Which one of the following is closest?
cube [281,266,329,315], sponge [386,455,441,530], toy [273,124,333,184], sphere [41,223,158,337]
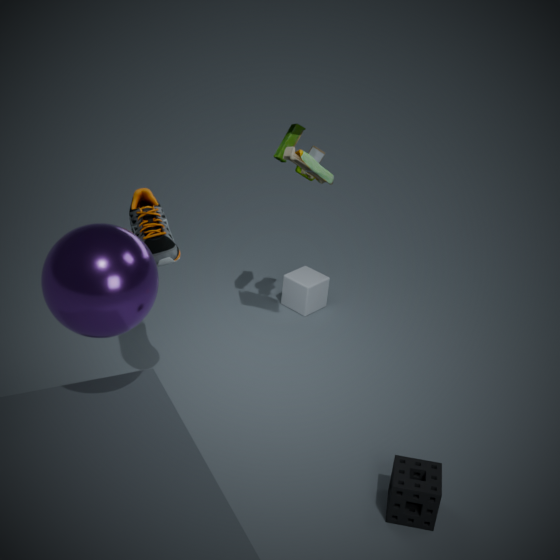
sphere [41,223,158,337]
